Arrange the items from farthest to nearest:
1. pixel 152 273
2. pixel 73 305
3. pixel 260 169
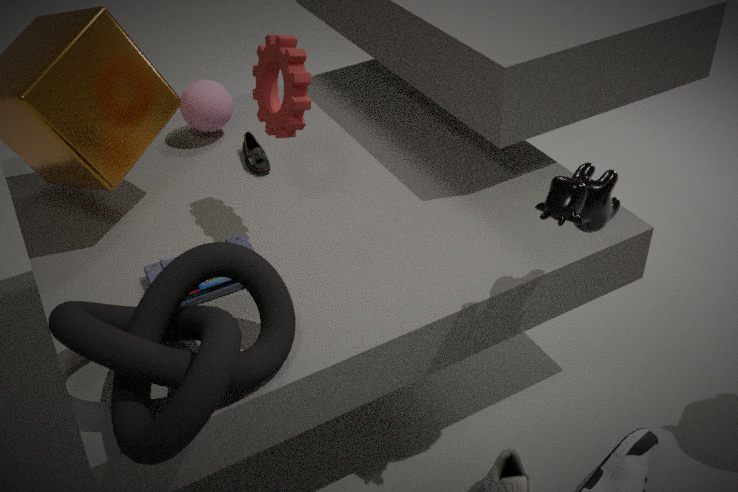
pixel 260 169 < pixel 152 273 < pixel 73 305
